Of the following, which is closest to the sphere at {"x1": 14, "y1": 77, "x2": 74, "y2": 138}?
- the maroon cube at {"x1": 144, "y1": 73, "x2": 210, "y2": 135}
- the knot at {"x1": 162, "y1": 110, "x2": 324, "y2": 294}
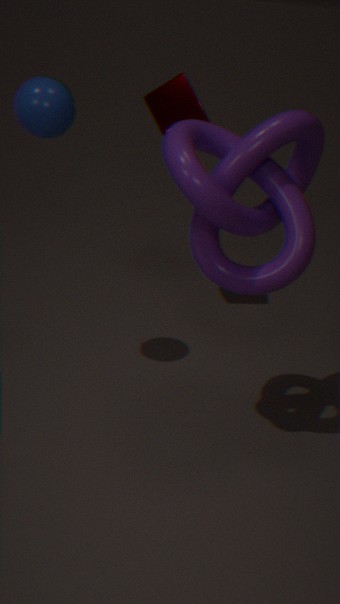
the knot at {"x1": 162, "y1": 110, "x2": 324, "y2": 294}
